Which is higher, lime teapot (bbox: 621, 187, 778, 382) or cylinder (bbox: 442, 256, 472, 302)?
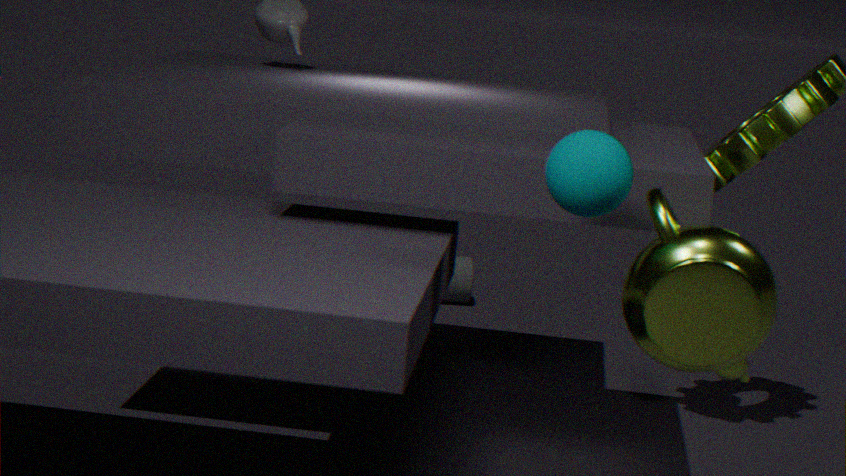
lime teapot (bbox: 621, 187, 778, 382)
